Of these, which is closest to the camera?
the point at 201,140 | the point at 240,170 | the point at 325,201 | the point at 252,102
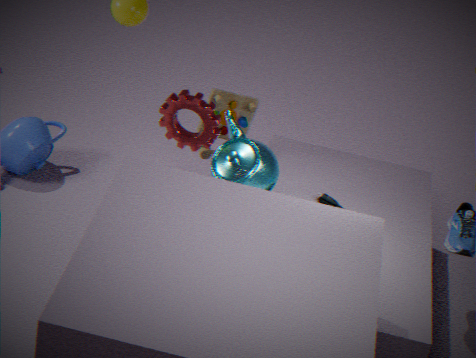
the point at 201,140
